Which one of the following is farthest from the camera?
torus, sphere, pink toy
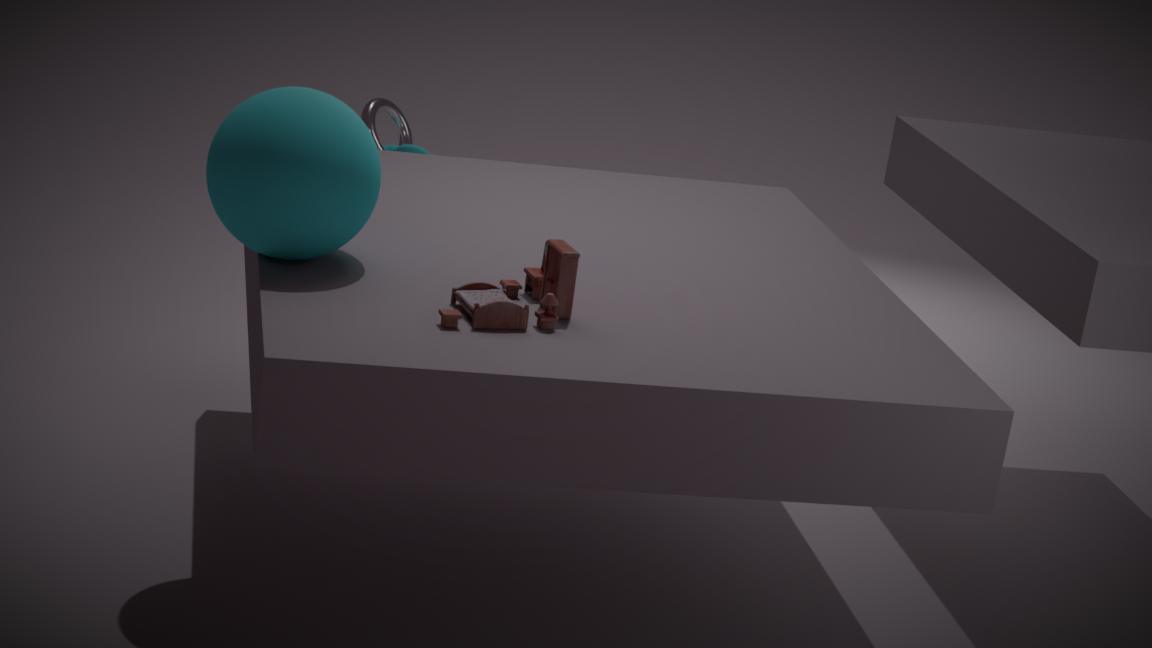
torus
